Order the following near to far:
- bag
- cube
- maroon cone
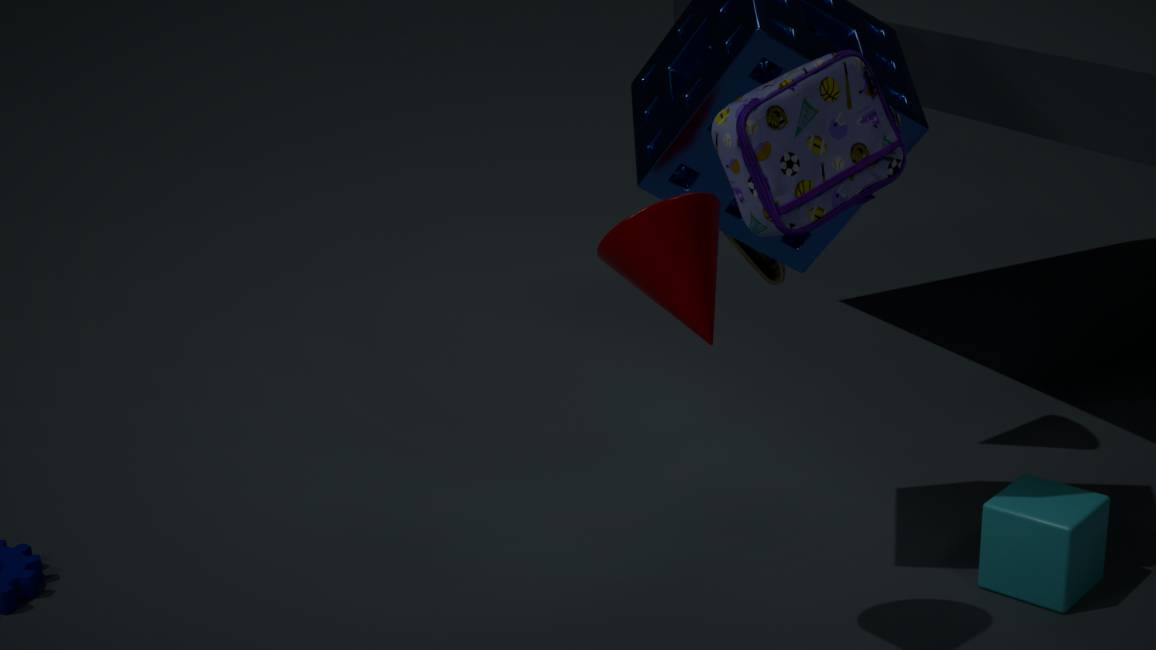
bag, maroon cone, cube
